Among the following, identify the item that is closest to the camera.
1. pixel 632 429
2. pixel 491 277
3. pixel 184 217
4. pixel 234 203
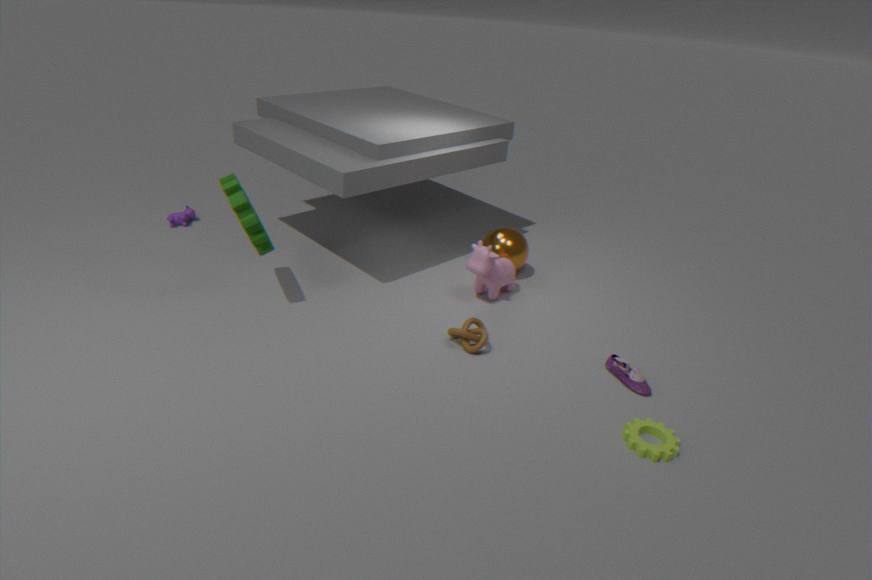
pixel 632 429
